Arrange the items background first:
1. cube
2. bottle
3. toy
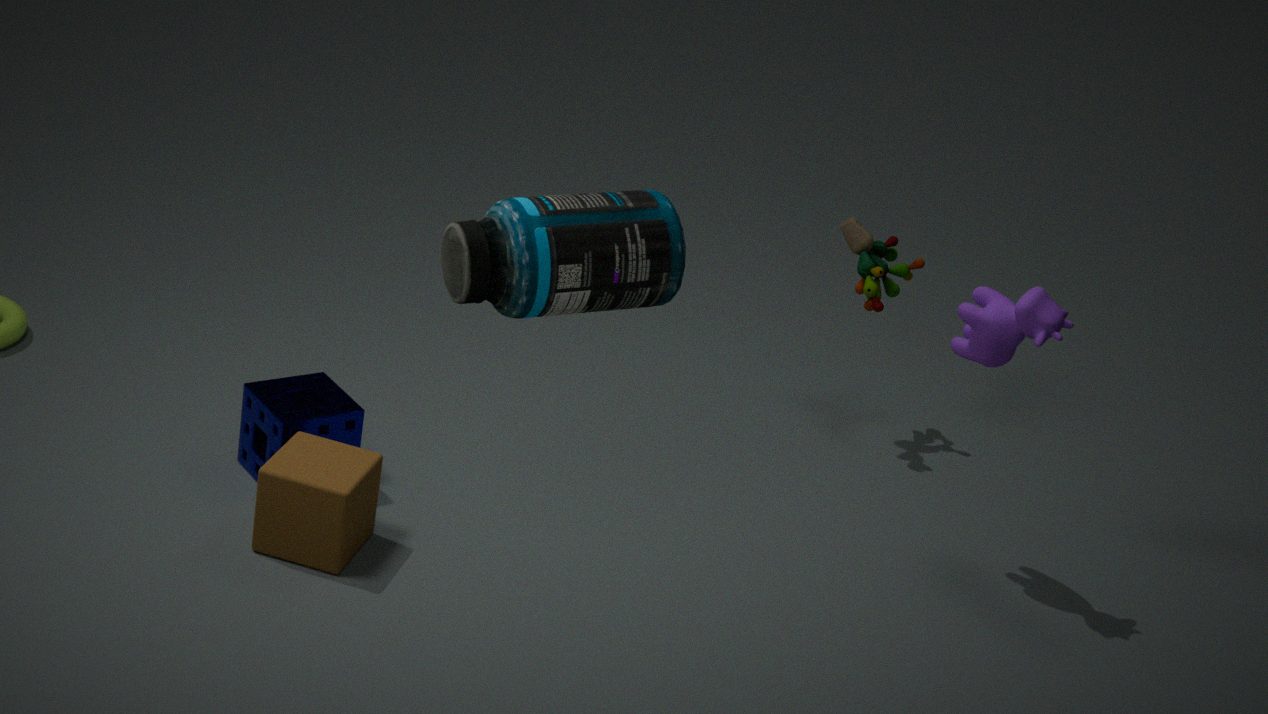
toy → cube → bottle
